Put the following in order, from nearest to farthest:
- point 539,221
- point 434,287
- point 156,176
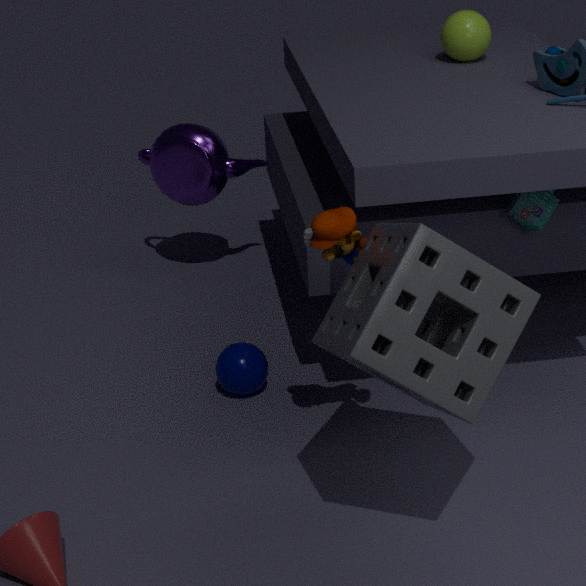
point 434,287 → point 539,221 → point 156,176
